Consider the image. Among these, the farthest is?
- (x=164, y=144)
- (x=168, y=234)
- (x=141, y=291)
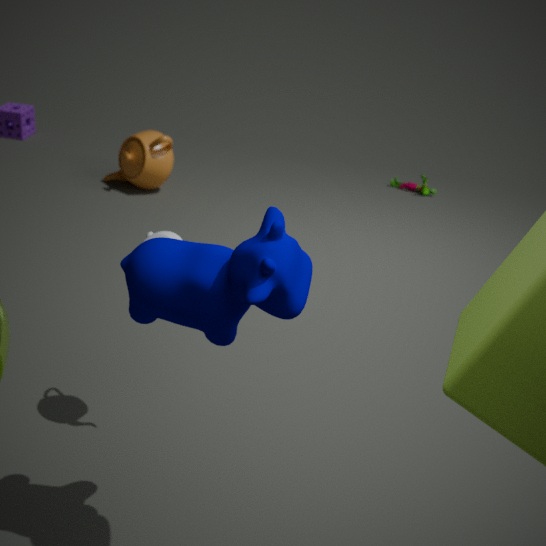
(x=164, y=144)
